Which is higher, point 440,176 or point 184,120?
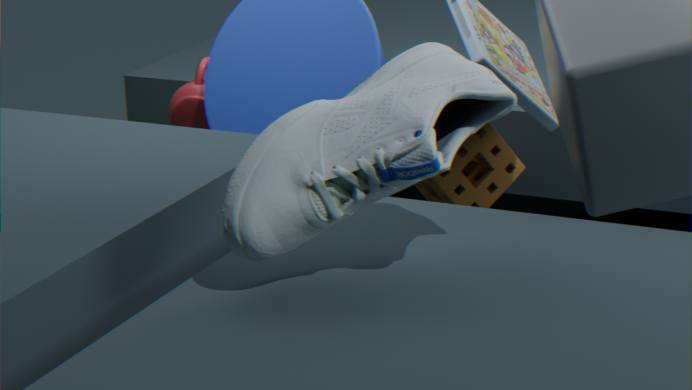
point 184,120
